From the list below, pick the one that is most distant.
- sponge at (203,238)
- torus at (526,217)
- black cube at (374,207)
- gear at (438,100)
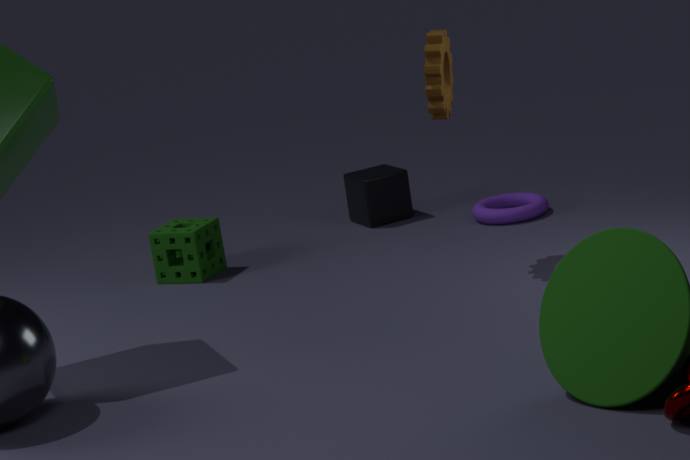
black cube at (374,207)
